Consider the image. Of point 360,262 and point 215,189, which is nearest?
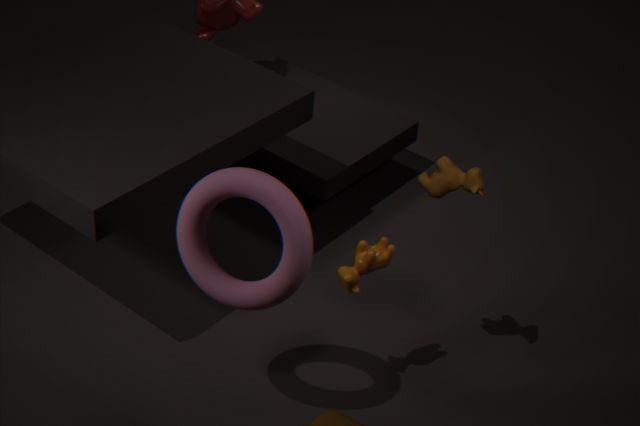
point 215,189
